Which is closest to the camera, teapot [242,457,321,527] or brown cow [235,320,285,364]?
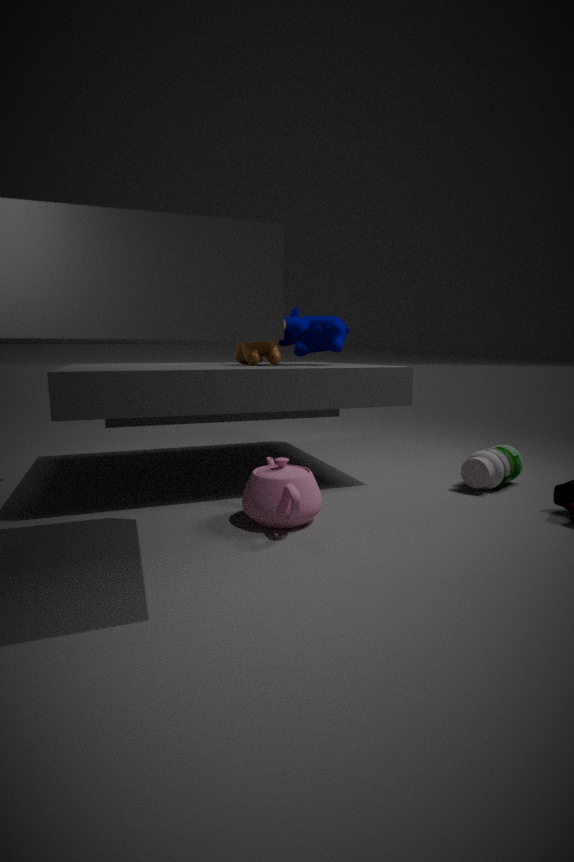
teapot [242,457,321,527]
